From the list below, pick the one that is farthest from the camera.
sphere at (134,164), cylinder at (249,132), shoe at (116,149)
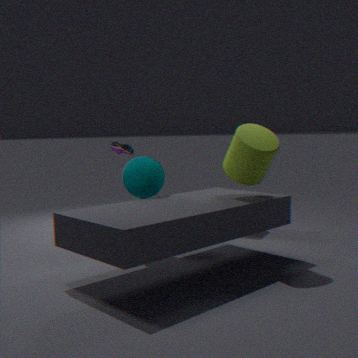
shoe at (116,149)
